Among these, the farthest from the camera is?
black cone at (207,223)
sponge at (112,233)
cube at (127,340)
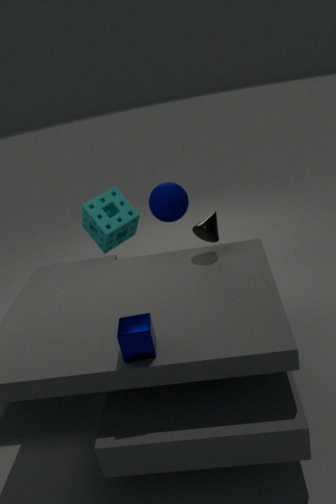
sponge at (112,233)
